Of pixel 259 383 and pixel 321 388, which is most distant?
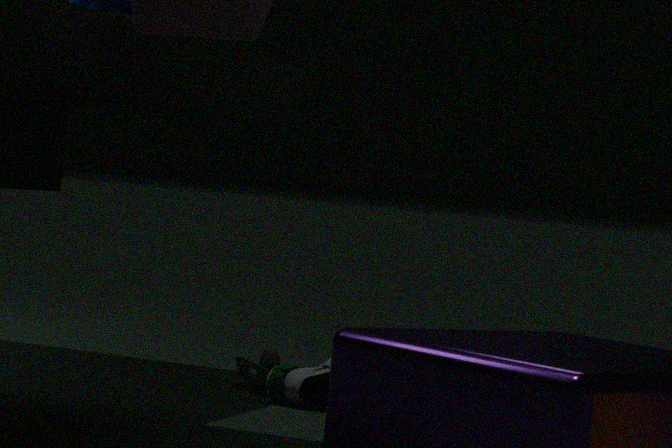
pixel 259 383
